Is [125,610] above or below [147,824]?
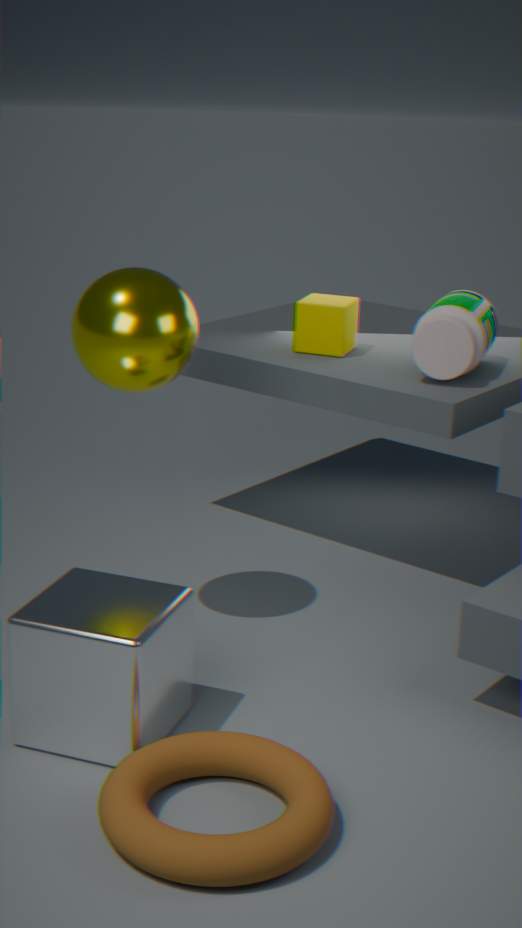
above
